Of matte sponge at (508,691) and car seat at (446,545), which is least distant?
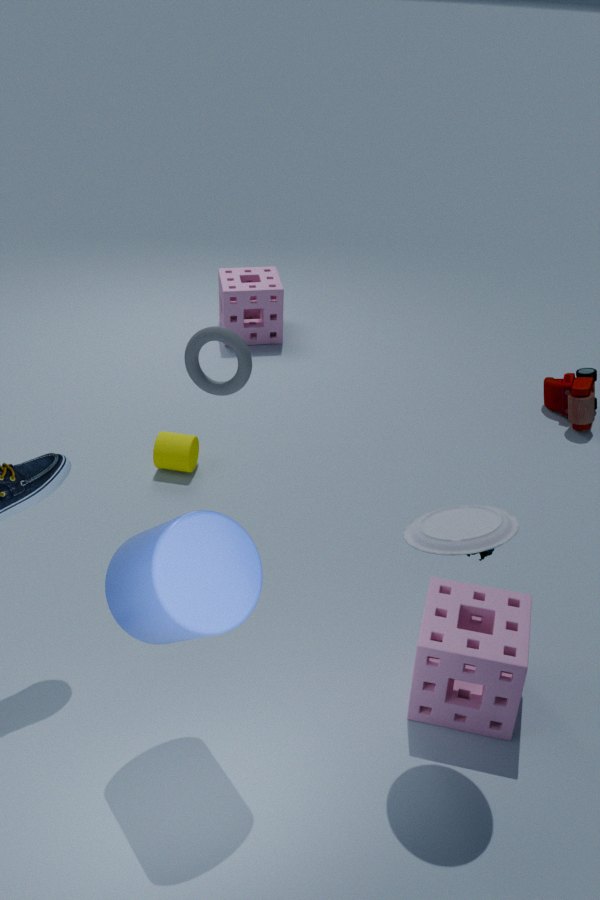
car seat at (446,545)
